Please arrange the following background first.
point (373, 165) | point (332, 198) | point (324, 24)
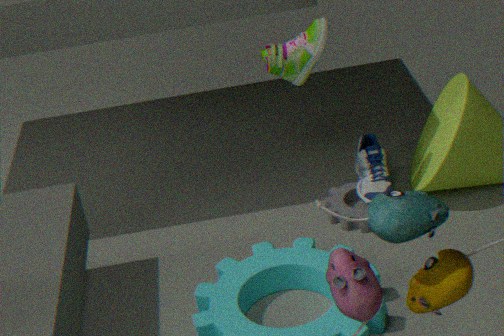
point (332, 198), point (373, 165), point (324, 24)
